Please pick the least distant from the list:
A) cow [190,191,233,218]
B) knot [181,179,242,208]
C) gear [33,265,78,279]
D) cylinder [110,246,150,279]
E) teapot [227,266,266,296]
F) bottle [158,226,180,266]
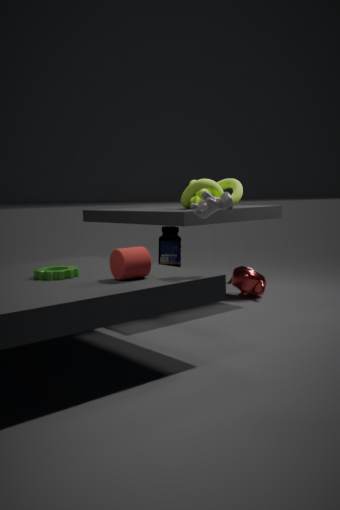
cylinder [110,246,150,279]
